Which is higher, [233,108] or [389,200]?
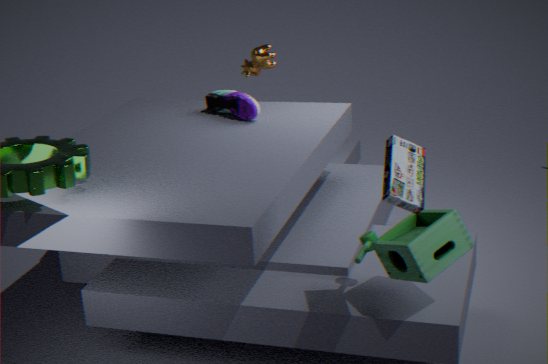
[389,200]
